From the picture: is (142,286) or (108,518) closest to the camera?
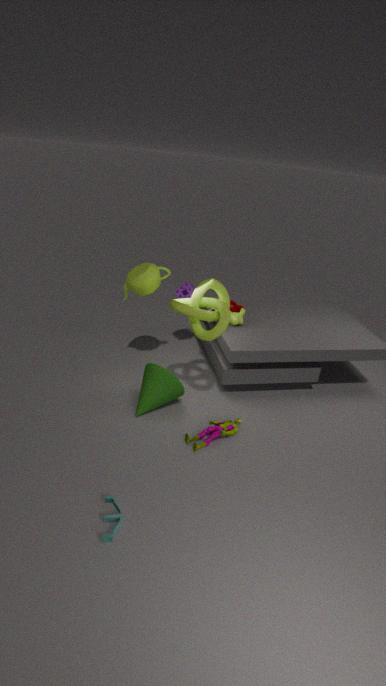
(108,518)
